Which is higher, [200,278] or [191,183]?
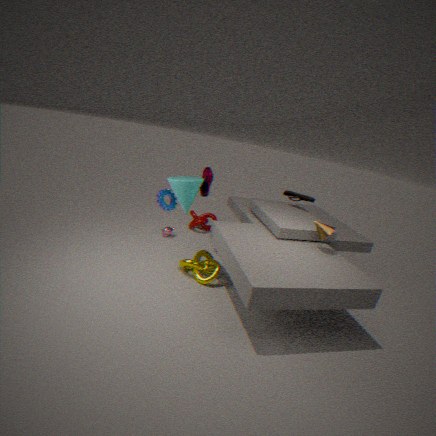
[191,183]
